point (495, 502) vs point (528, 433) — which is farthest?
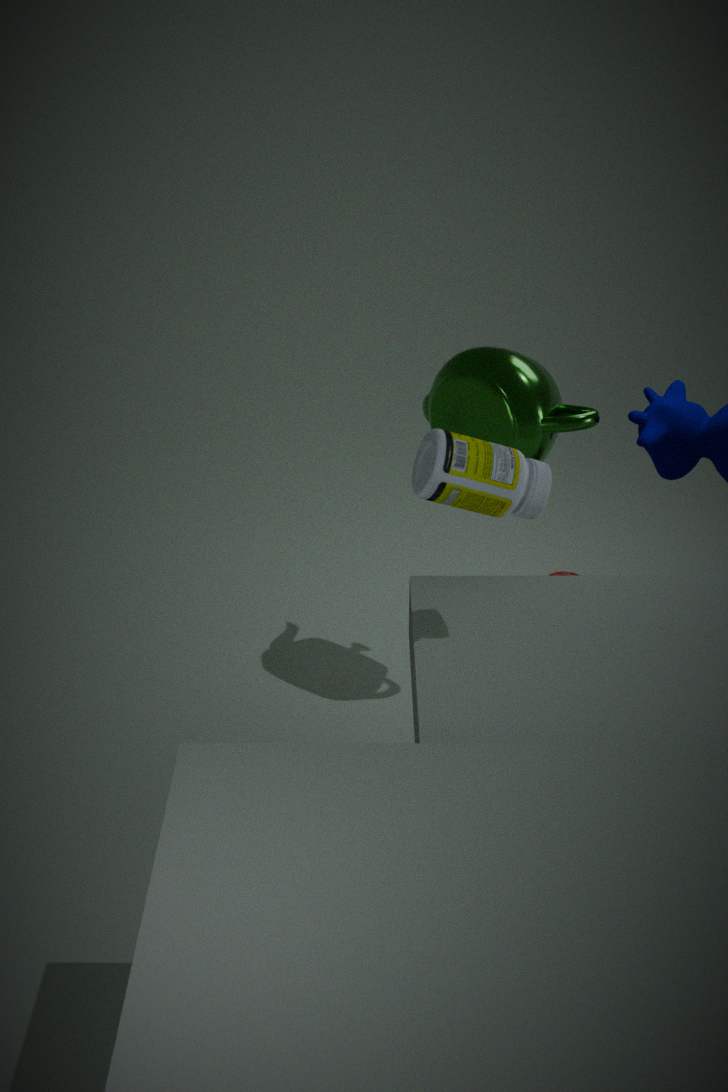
point (528, 433)
